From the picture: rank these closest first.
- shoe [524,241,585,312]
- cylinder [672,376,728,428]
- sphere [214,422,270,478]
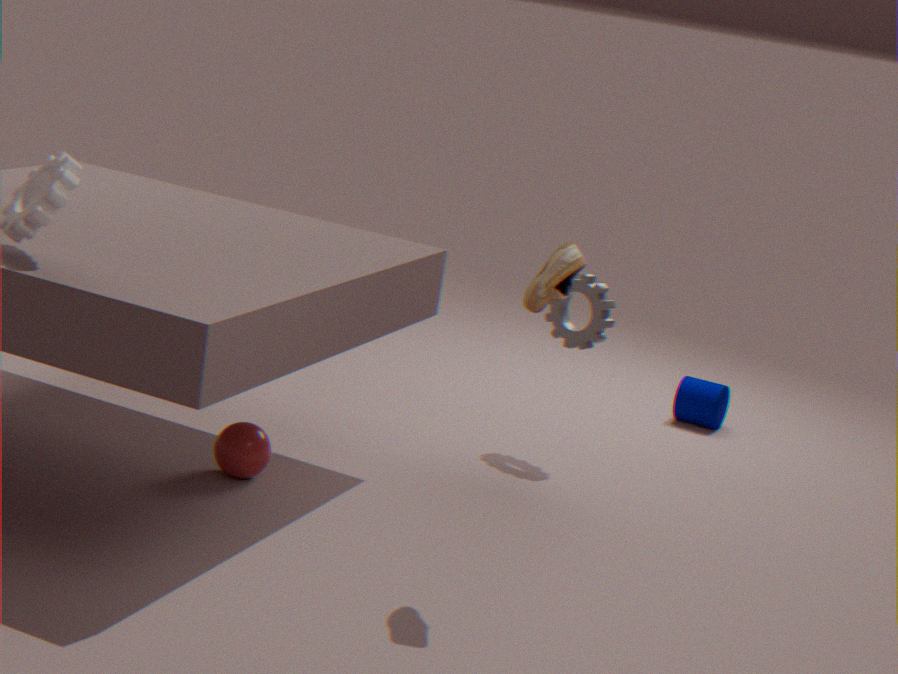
shoe [524,241,585,312], sphere [214,422,270,478], cylinder [672,376,728,428]
